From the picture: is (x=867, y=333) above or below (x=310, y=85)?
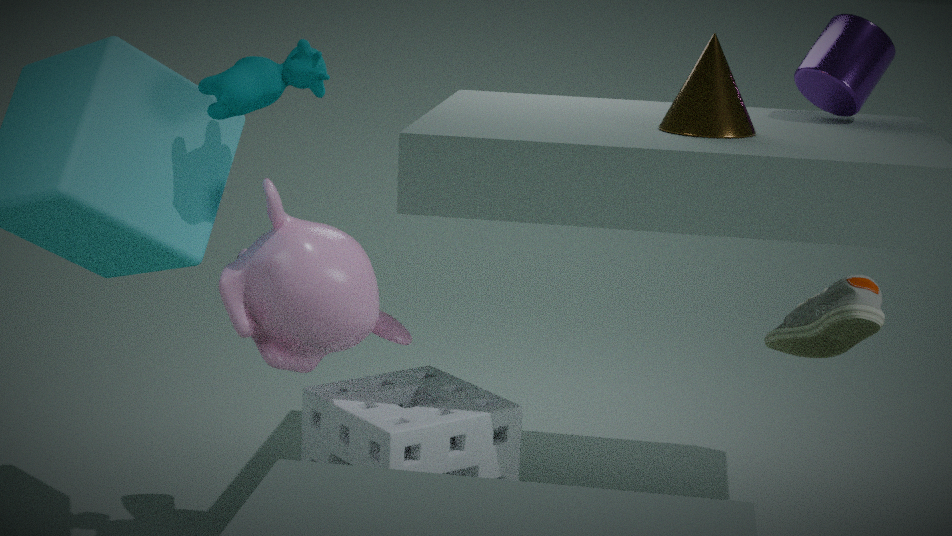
below
